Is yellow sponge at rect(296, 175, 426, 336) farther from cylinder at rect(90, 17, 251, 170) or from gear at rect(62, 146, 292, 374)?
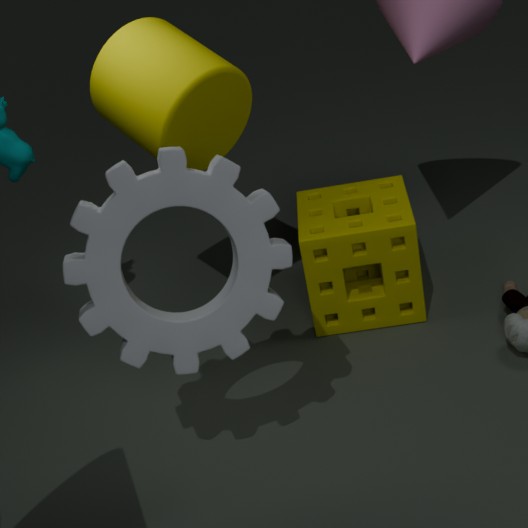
gear at rect(62, 146, 292, 374)
